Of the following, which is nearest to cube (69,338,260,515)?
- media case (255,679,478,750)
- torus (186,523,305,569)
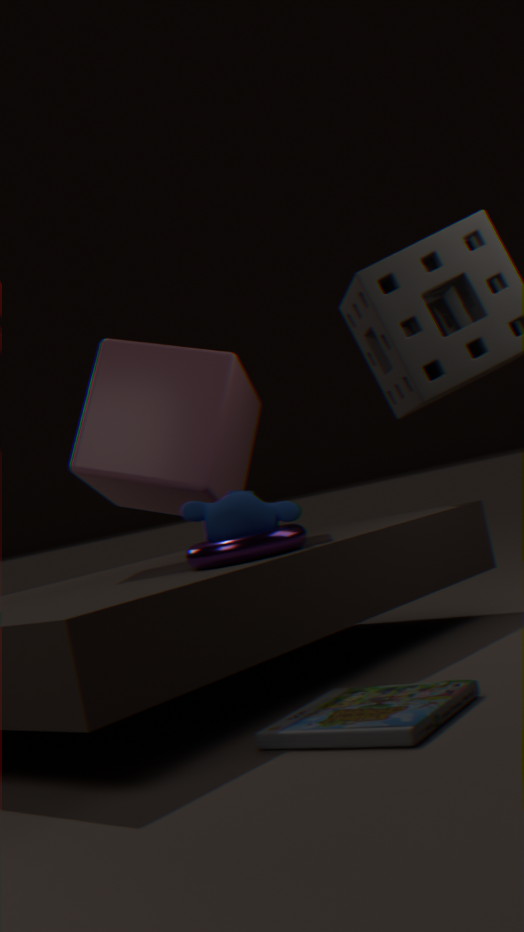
torus (186,523,305,569)
